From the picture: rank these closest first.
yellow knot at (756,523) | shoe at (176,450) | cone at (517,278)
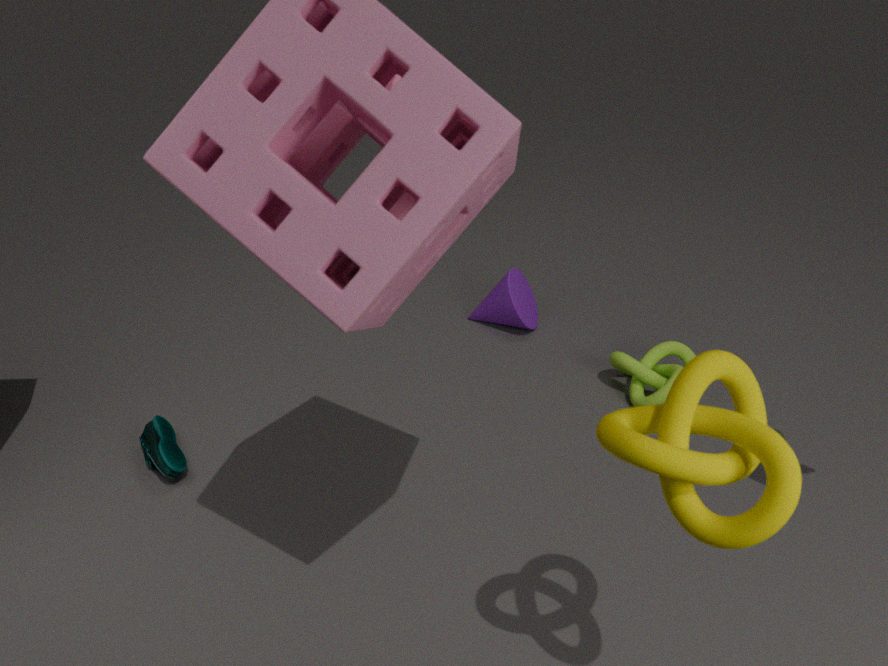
yellow knot at (756,523), shoe at (176,450), cone at (517,278)
